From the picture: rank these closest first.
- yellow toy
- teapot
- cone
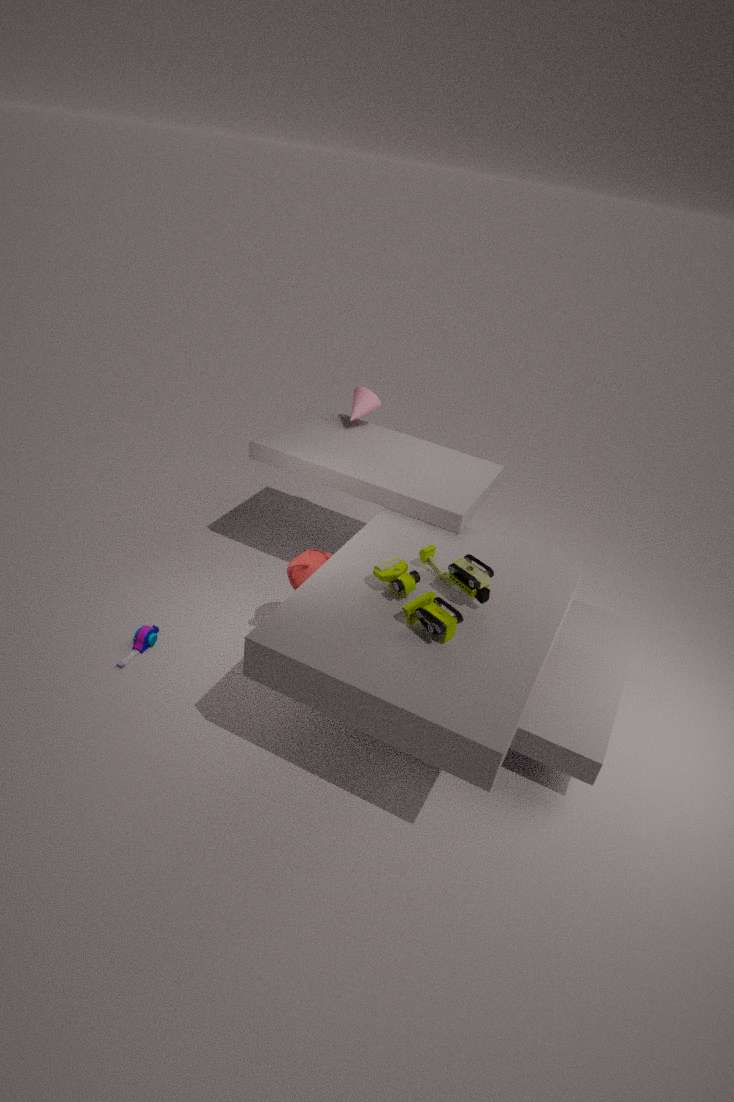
yellow toy
teapot
cone
